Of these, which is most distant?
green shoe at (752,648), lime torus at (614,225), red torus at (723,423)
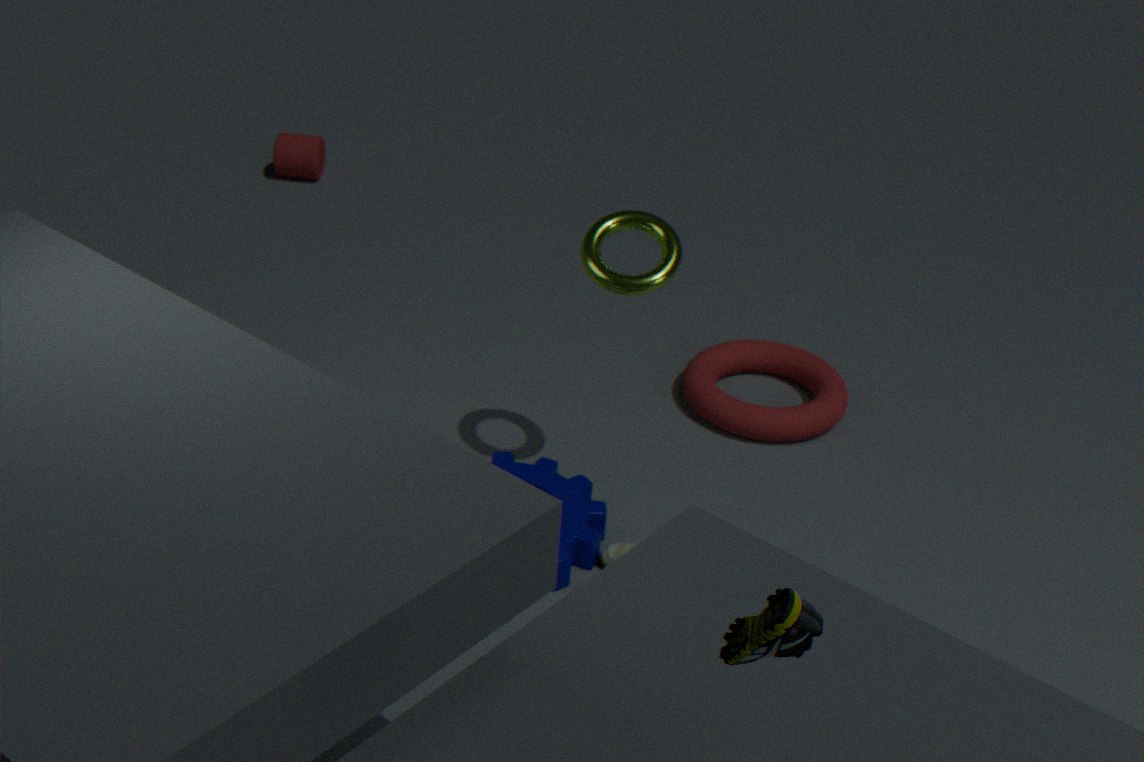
red torus at (723,423)
